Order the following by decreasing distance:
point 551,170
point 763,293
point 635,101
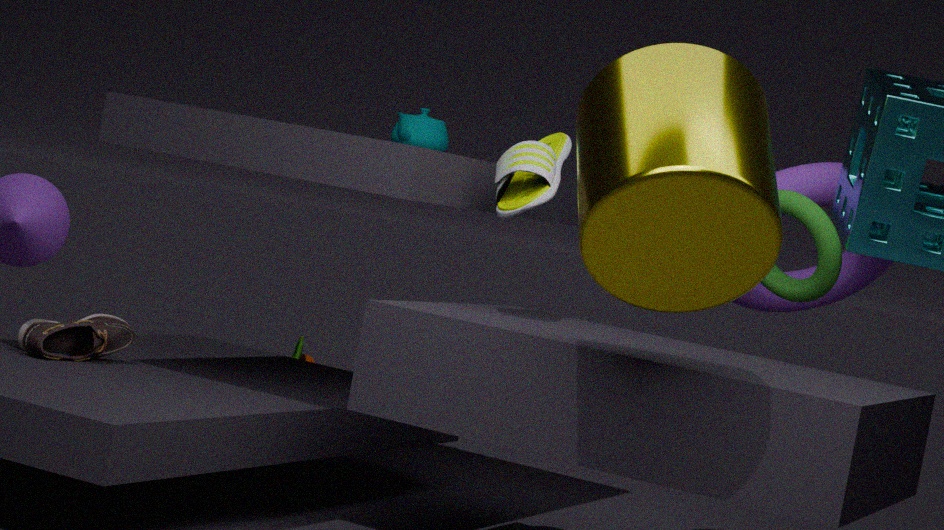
point 763,293, point 551,170, point 635,101
